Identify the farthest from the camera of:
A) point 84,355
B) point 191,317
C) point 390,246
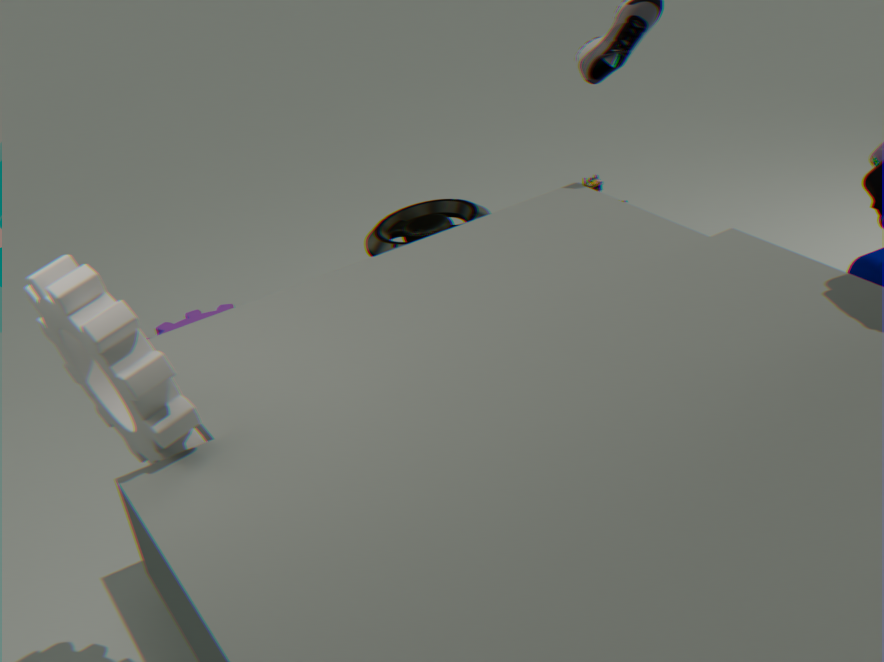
point 191,317
